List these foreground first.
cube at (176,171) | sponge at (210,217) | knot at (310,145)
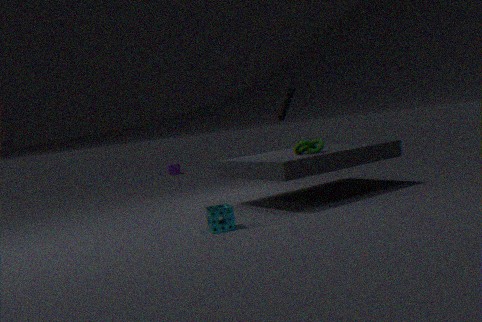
sponge at (210,217), knot at (310,145), cube at (176,171)
